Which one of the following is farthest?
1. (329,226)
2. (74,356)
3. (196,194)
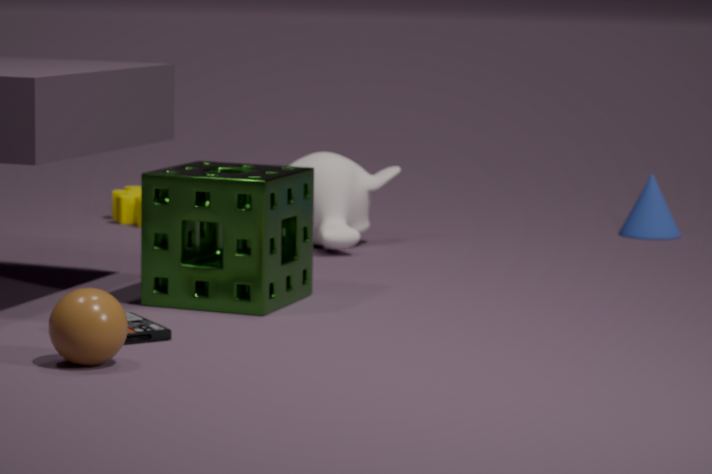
(329,226)
